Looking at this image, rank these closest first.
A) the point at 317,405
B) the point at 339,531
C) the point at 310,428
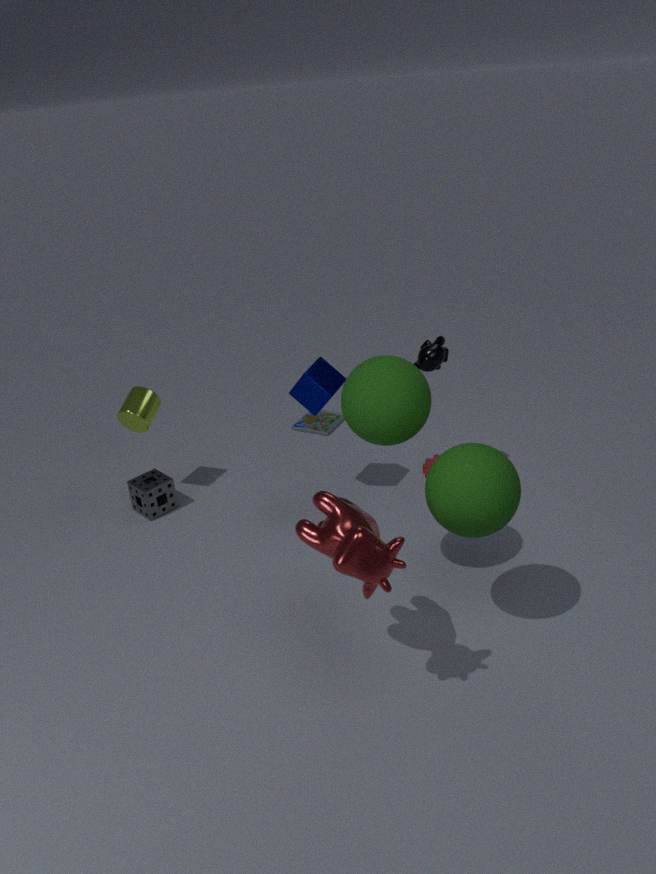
the point at 339,531, the point at 317,405, the point at 310,428
